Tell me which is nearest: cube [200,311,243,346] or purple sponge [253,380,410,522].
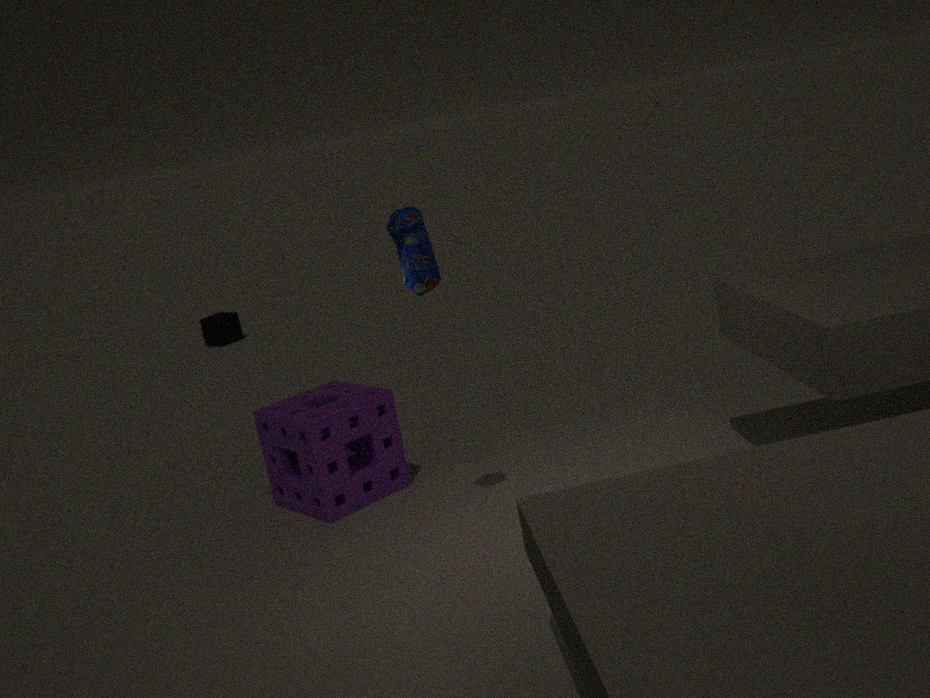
purple sponge [253,380,410,522]
